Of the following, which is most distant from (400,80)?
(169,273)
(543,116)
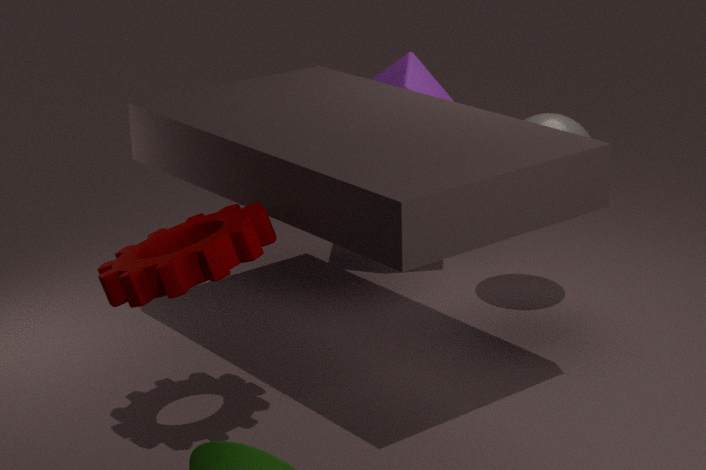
(169,273)
